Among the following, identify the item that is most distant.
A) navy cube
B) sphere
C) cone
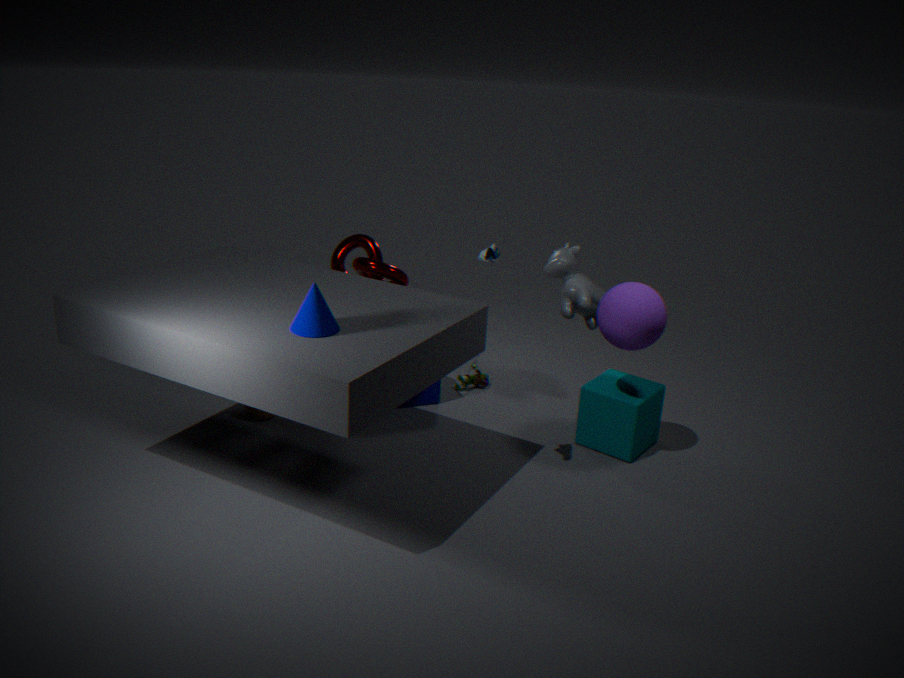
navy cube
